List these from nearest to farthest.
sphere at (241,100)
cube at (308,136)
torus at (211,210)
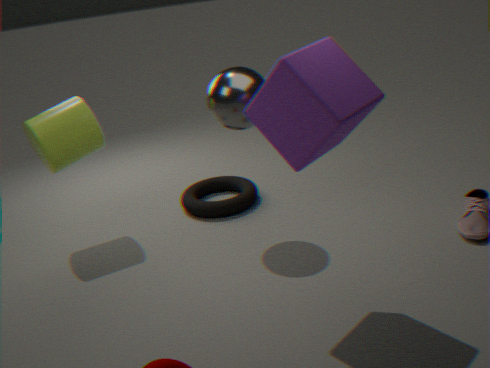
cube at (308,136) → sphere at (241,100) → torus at (211,210)
